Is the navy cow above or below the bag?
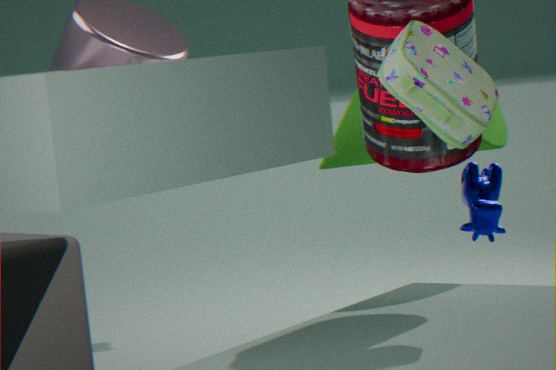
below
